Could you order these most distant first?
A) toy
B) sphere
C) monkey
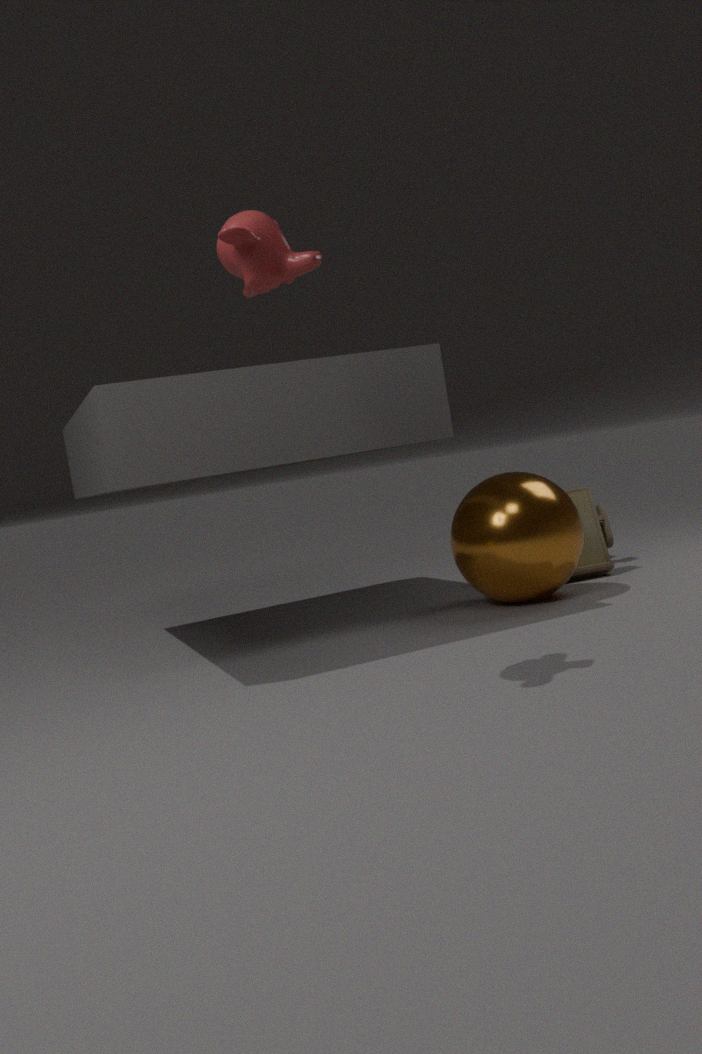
A. toy
B. sphere
C. monkey
